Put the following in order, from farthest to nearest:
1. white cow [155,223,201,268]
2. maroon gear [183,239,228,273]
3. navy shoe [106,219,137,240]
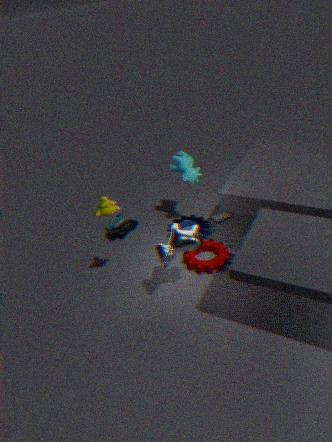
navy shoe [106,219,137,240] < maroon gear [183,239,228,273] < white cow [155,223,201,268]
